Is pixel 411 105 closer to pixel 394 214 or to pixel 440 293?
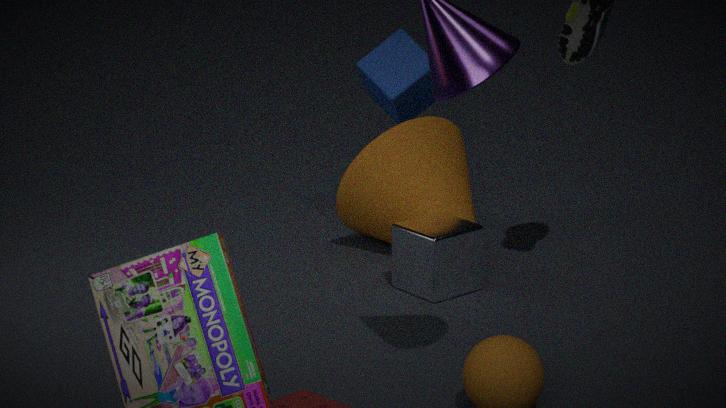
pixel 394 214
